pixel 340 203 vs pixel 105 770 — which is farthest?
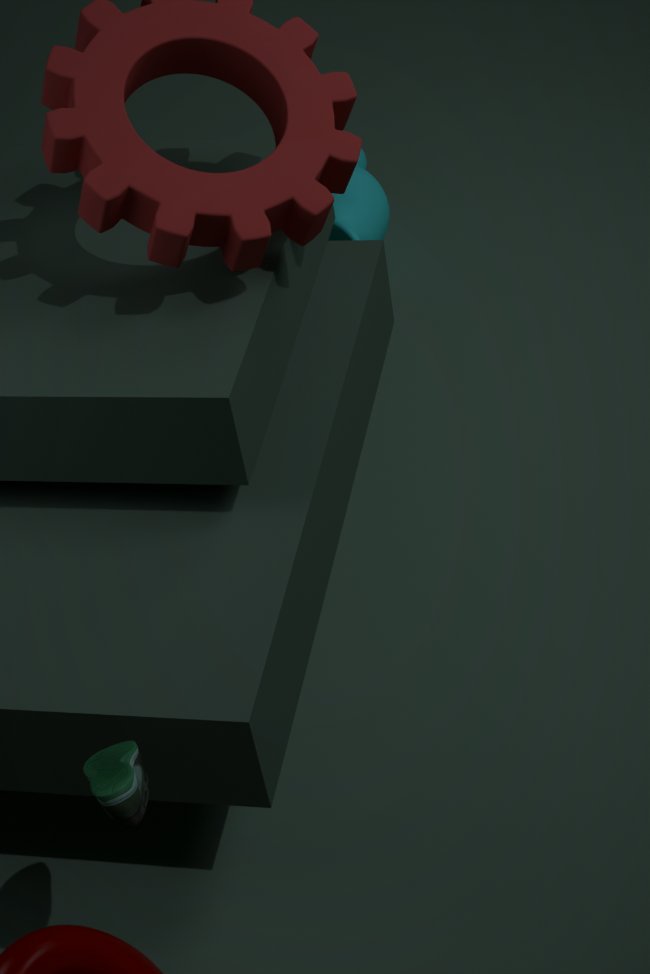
pixel 340 203
